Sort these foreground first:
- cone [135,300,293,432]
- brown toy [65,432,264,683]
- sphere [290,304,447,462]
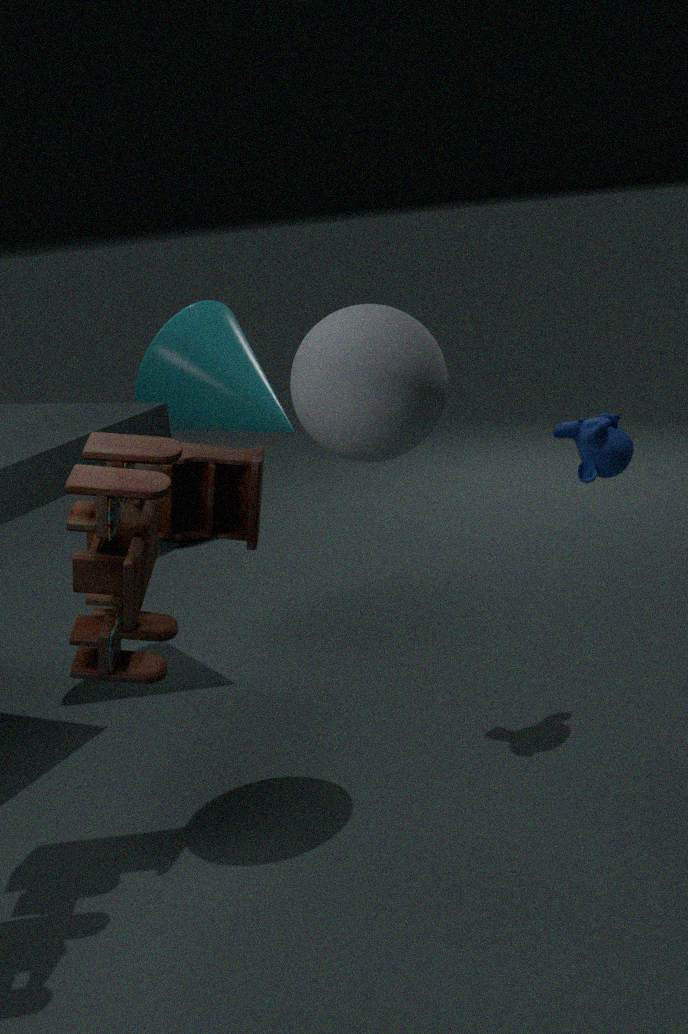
brown toy [65,432,264,683] < sphere [290,304,447,462] < cone [135,300,293,432]
